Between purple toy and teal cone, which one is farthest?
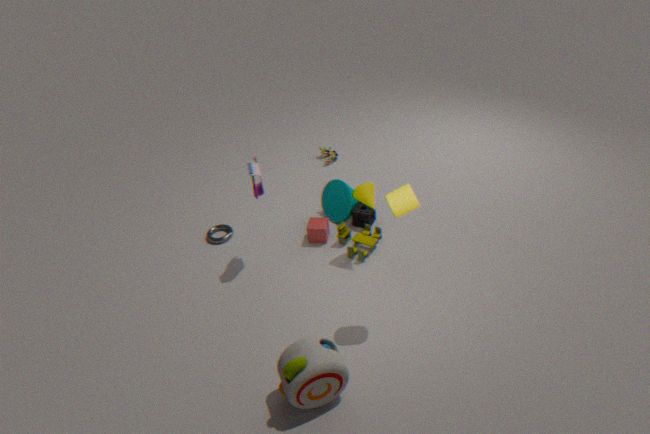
teal cone
